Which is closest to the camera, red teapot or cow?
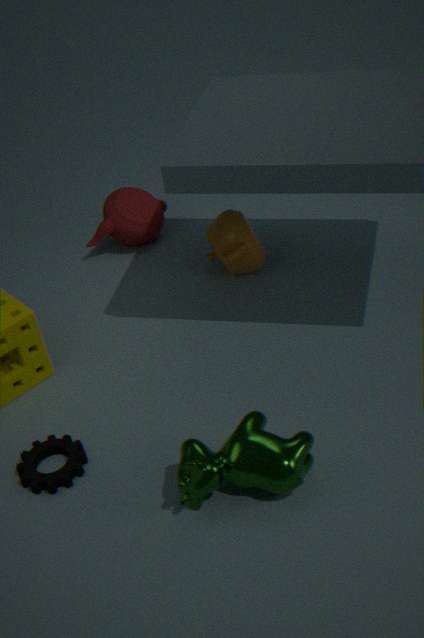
cow
